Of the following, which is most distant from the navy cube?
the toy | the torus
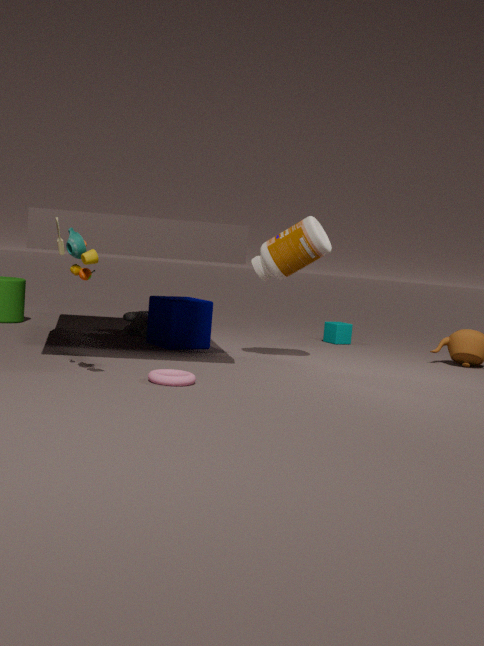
the toy
